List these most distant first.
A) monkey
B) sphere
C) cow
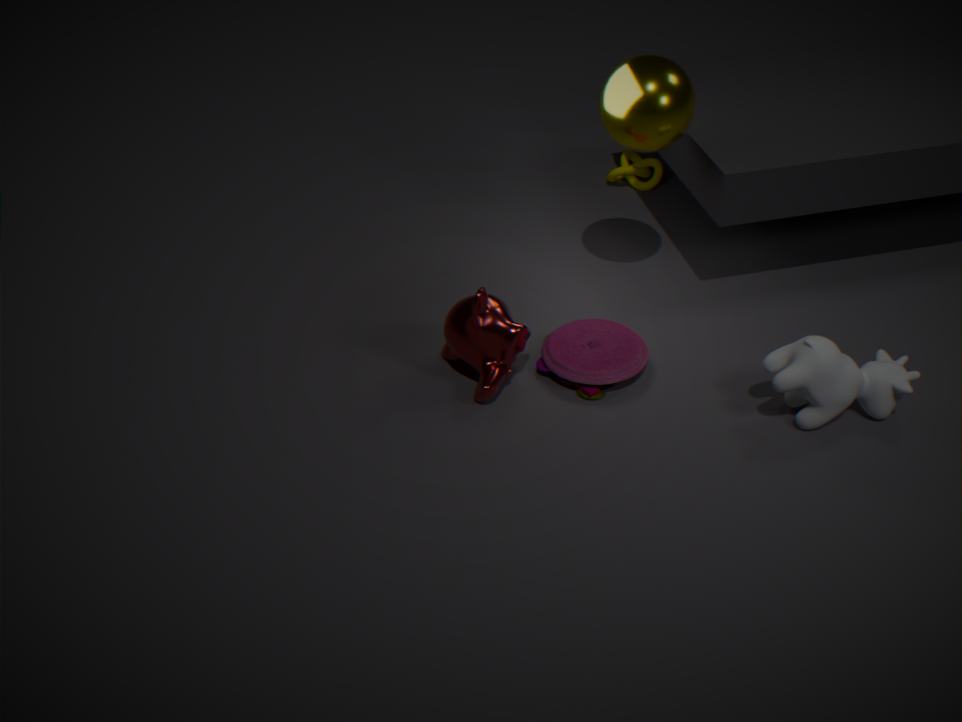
monkey, sphere, cow
